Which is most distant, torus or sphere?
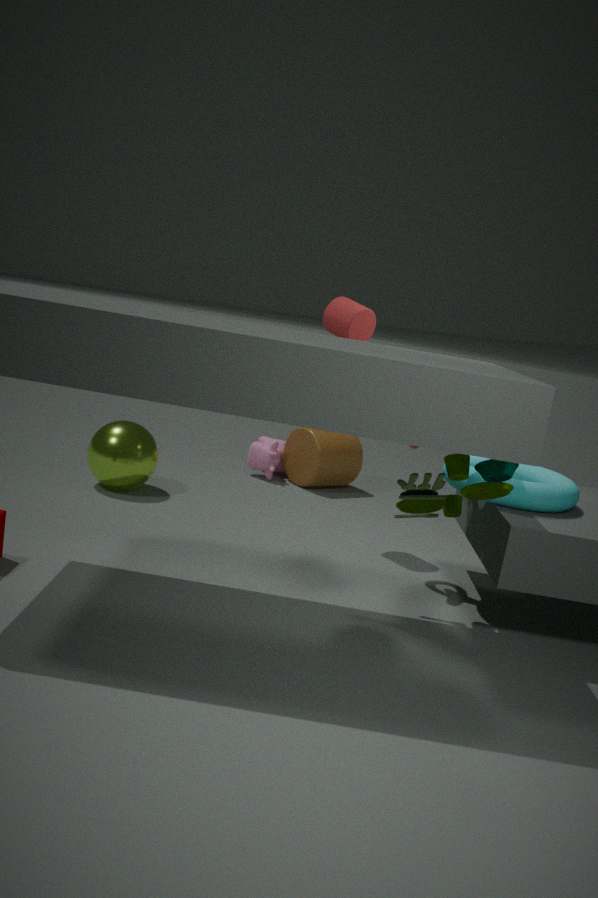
sphere
